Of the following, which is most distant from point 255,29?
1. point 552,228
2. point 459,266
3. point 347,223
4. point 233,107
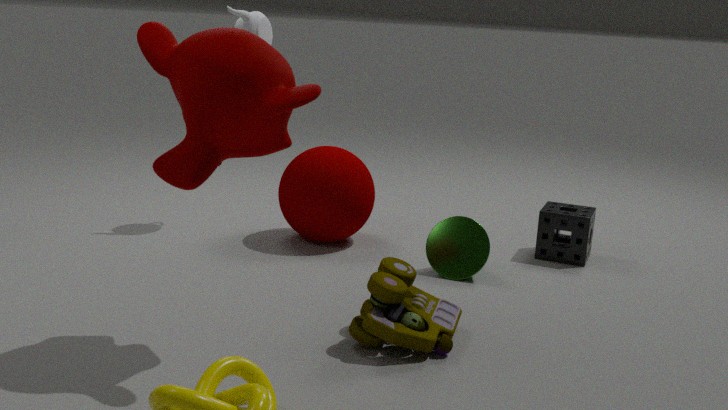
point 552,228
